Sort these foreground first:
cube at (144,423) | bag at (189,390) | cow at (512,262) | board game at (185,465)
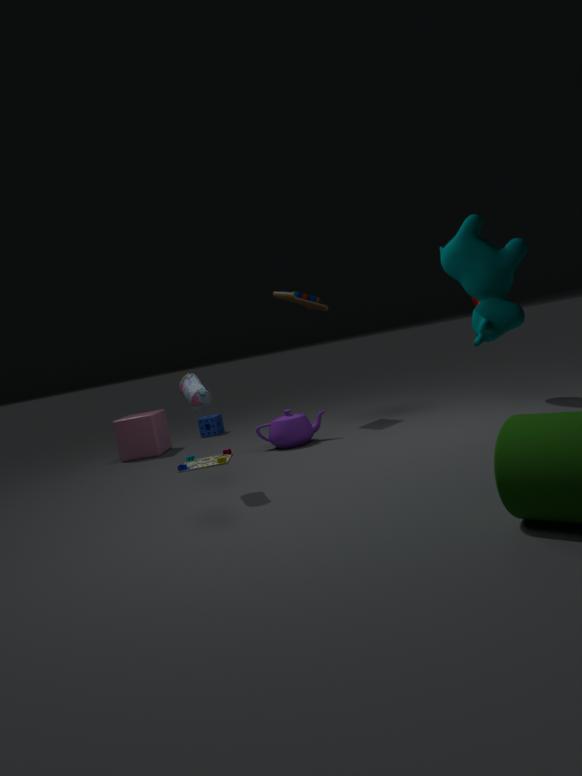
cow at (512,262) < bag at (189,390) < board game at (185,465) < cube at (144,423)
